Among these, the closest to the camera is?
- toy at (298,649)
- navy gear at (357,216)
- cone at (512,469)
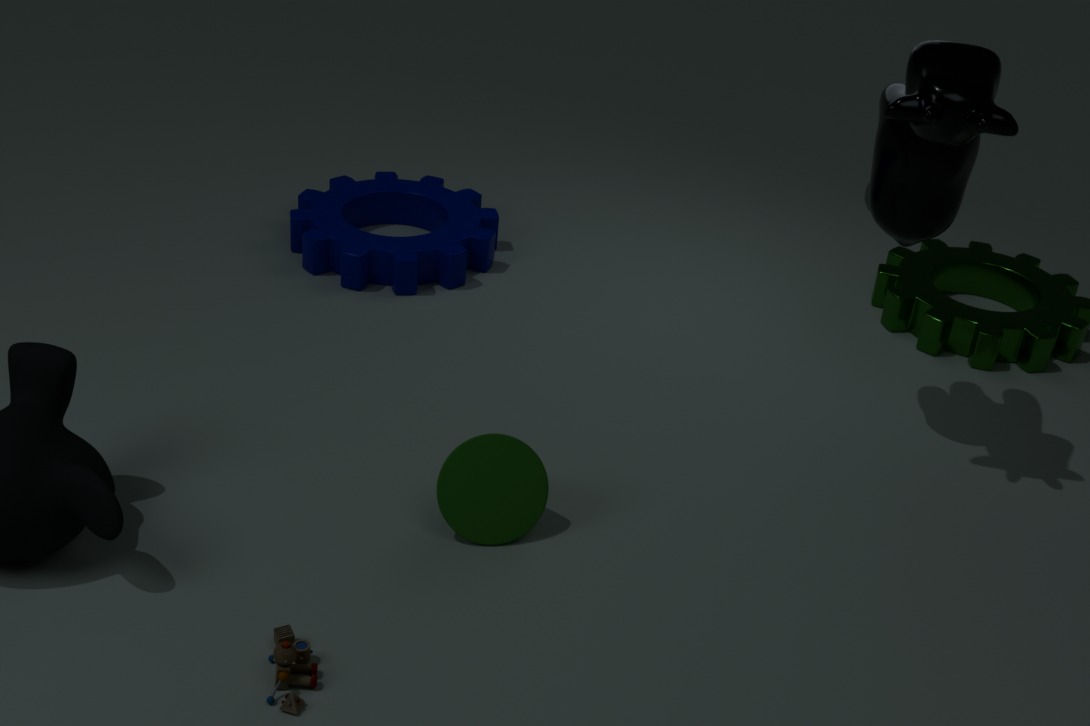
toy at (298,649)
